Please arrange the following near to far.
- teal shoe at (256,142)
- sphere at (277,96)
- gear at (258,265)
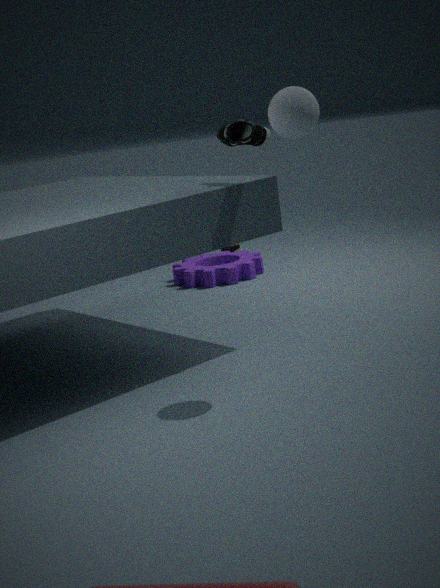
sphere at (277,96) < teal shoe at (256,142) < gear at (258,265)
